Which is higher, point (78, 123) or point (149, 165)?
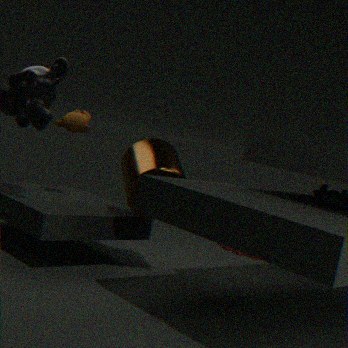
point (78, 123)
